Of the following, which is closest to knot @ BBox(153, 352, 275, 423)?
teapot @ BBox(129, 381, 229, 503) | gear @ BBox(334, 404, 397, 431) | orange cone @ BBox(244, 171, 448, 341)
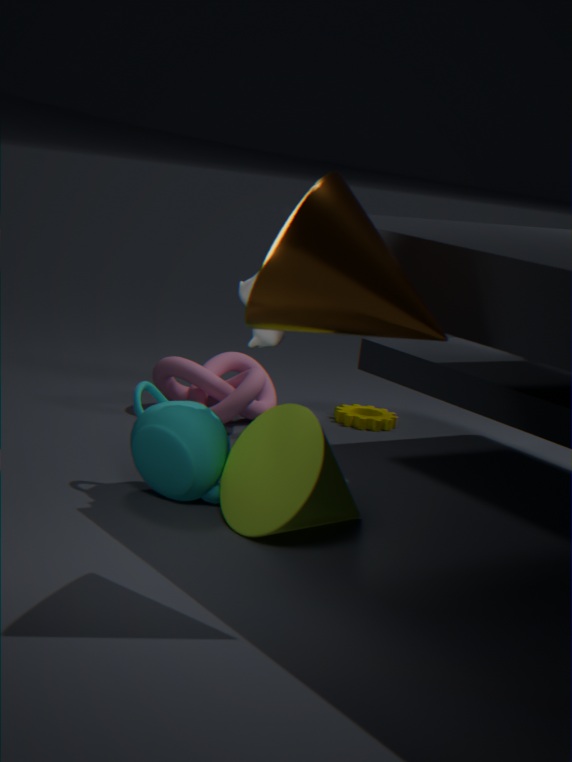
gear @ BBox(334, 404, 397, 431)
